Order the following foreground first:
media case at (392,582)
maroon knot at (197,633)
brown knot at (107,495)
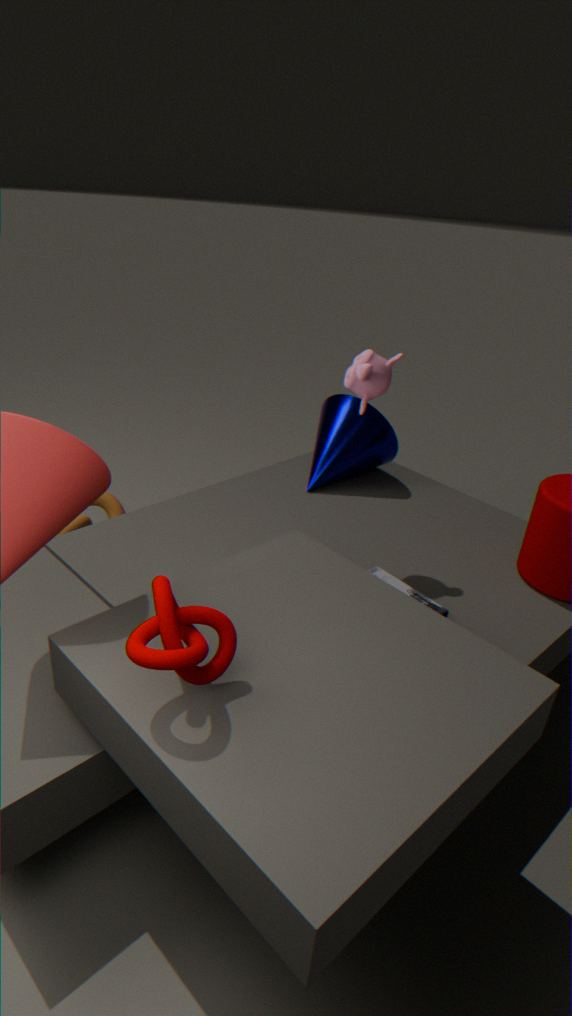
maroon knot at (197,633) < media case at (392,582) < brown knot at (107,495)
